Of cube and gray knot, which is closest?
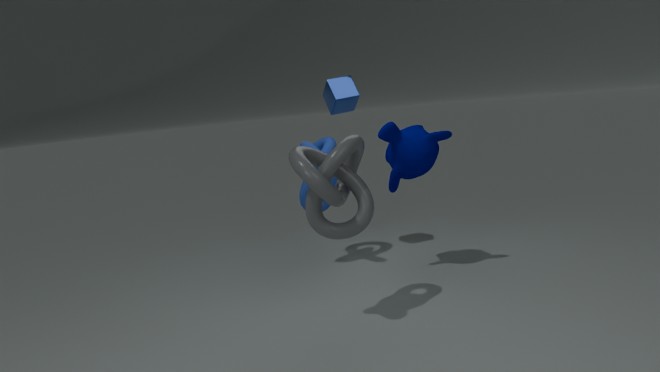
gray knot
